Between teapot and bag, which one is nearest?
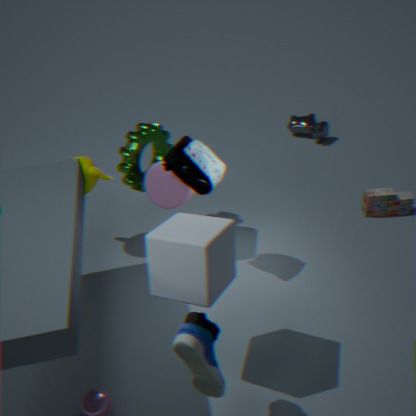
bag
